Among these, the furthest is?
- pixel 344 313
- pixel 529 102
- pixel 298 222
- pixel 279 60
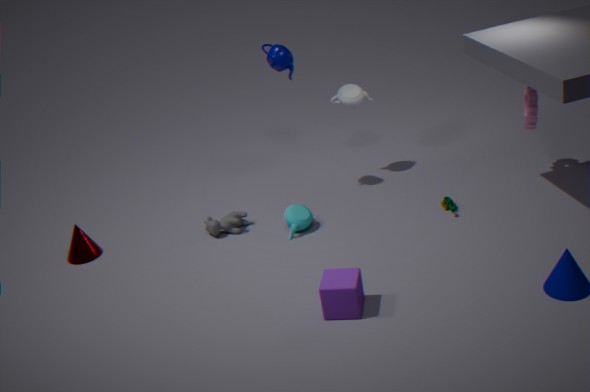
pixel 279 60
